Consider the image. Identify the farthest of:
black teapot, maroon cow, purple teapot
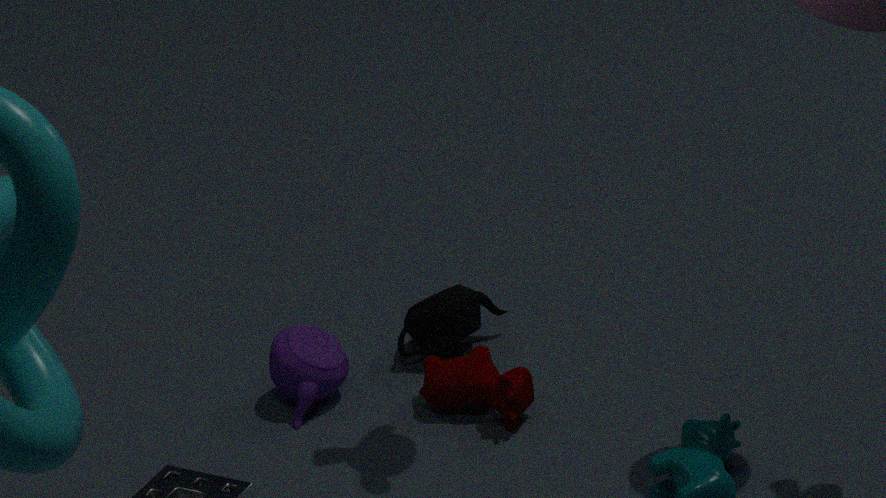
black teapot
